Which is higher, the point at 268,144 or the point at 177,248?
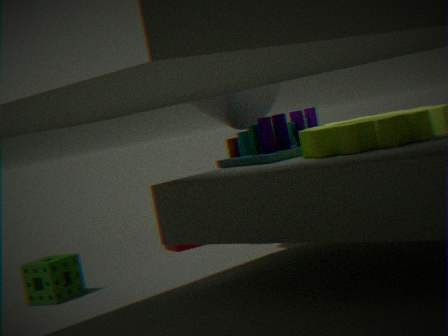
the point at 268,144
